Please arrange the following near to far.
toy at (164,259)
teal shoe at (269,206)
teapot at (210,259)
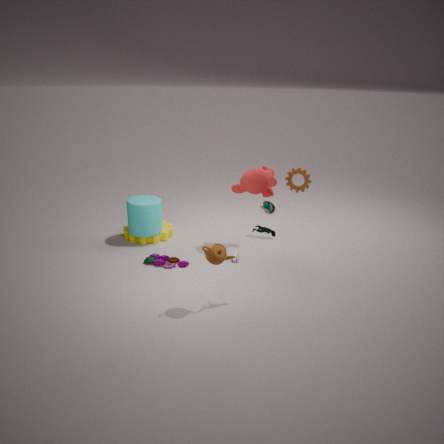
1. teapot at (210,259)
2. toy at (164,259)
3. teal shoe at (269,206)
